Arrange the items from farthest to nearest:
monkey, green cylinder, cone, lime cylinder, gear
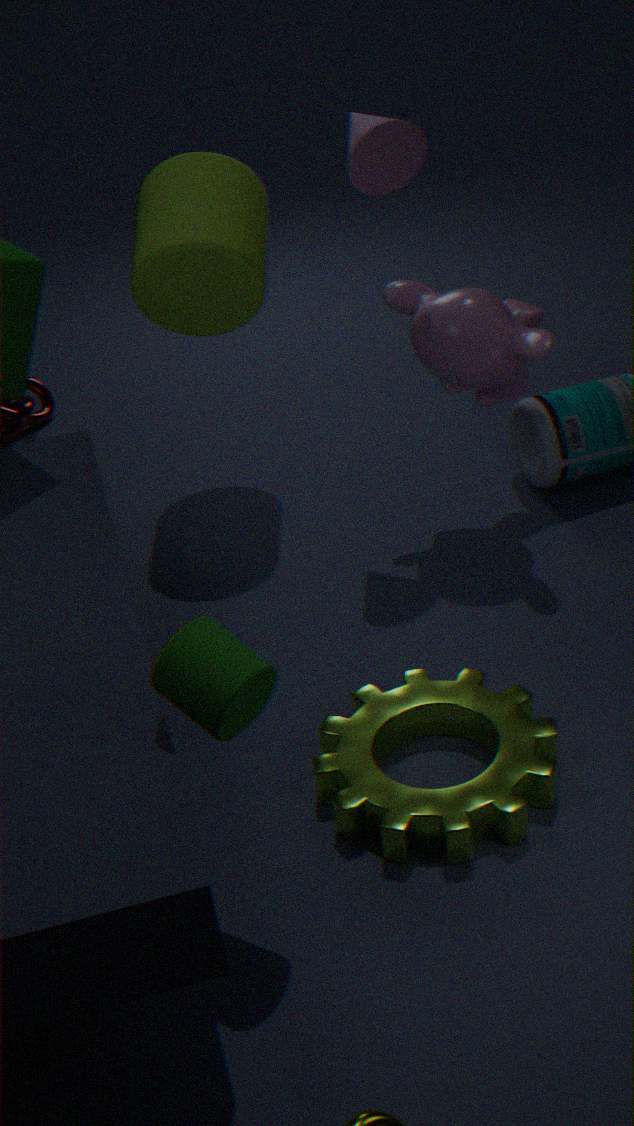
lime cylinder
monkey
cone
gear
green cylinder
